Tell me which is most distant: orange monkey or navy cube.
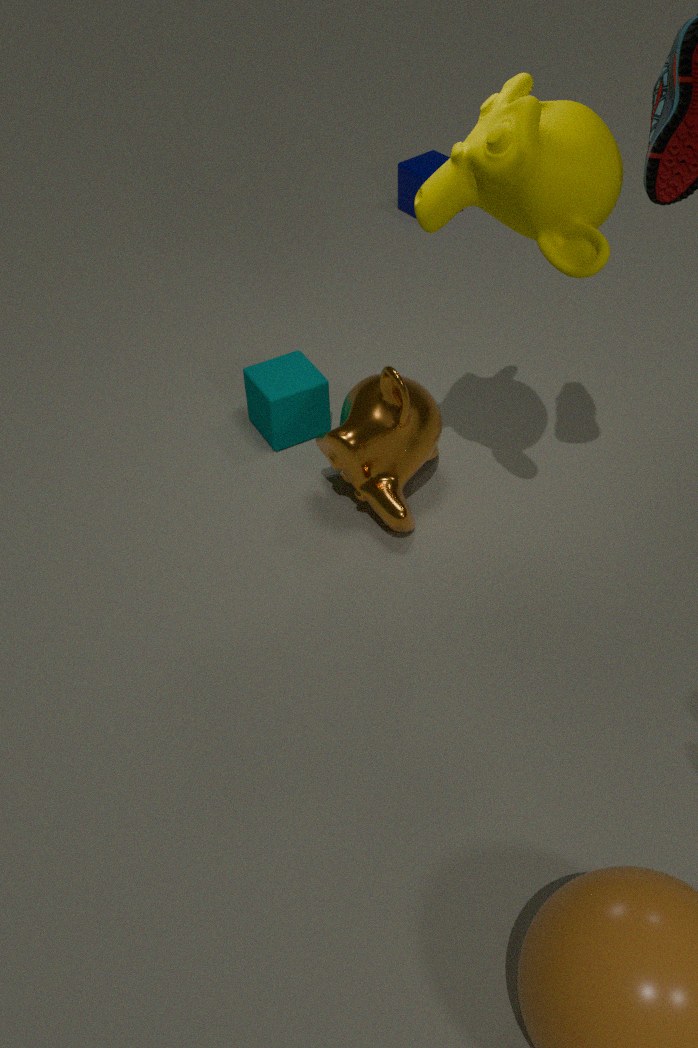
navy cube
